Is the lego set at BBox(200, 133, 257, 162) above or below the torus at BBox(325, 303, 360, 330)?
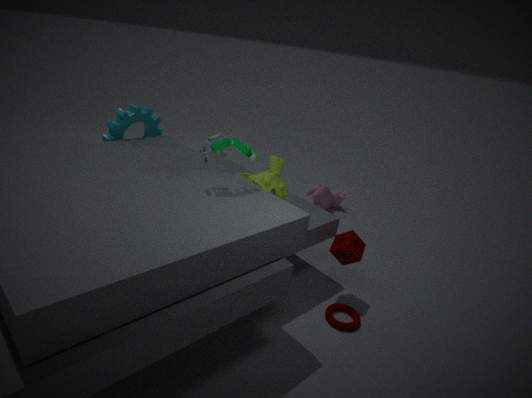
above
